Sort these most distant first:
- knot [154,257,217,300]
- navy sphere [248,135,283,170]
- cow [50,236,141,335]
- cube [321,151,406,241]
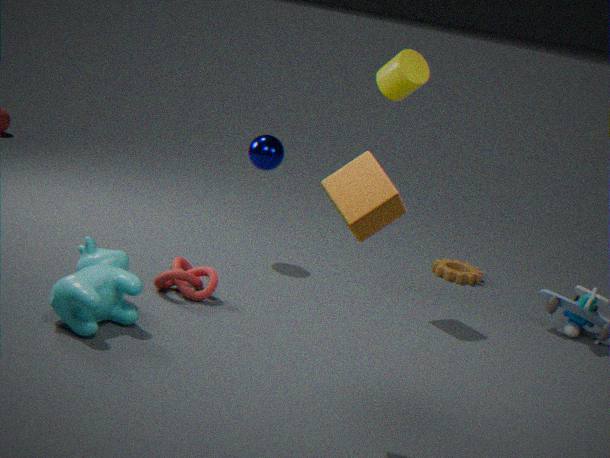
navy sphere [248,135,283,170] < knot [154,257,217,300] < cow [50,236,141,335] < cube [321,151,406,241]
